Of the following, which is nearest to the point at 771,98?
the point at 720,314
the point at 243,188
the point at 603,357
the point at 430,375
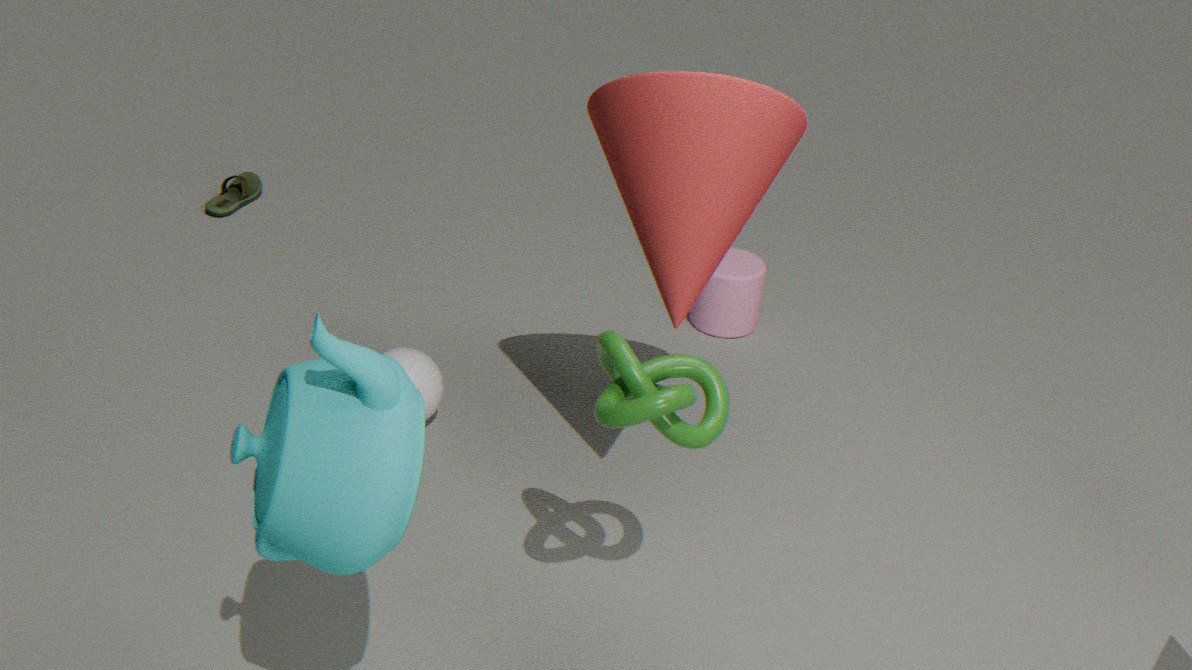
the point at 603,357
